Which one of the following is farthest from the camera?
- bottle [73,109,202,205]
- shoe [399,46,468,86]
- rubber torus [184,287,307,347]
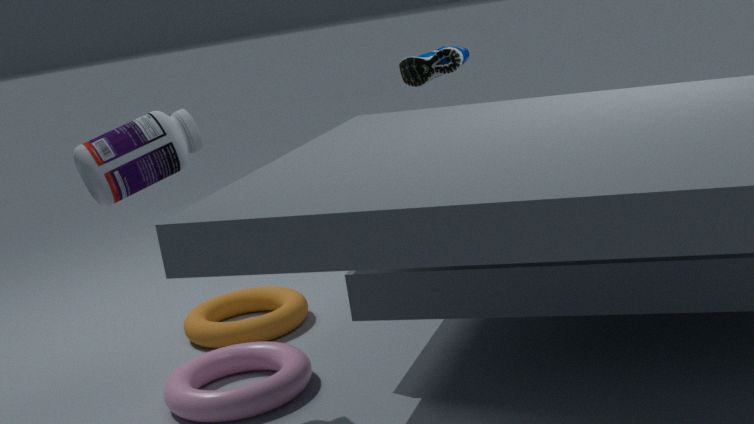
shoe [399,46,468,86]
